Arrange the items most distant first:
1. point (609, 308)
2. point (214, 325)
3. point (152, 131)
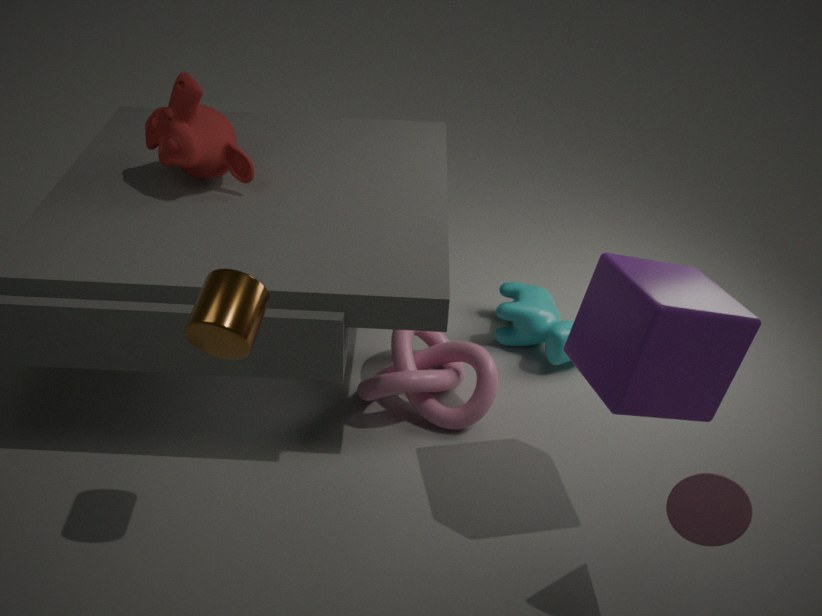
point (152, 131) < point (609, 308) < point (214, 325)
